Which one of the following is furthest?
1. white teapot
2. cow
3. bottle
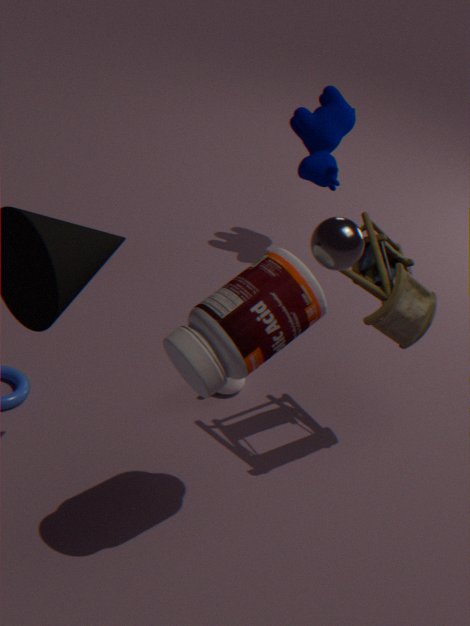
cow
